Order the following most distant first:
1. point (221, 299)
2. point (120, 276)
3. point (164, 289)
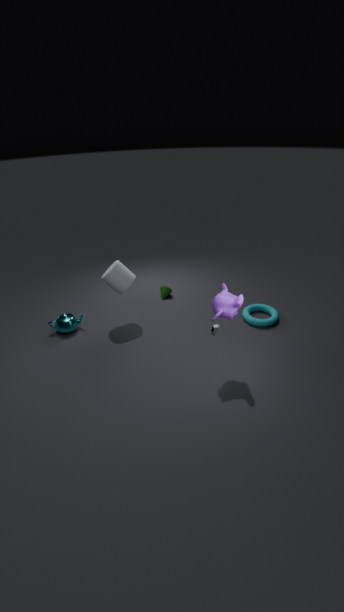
point (164, 289) → point (120, 276) → point (221, 299)
